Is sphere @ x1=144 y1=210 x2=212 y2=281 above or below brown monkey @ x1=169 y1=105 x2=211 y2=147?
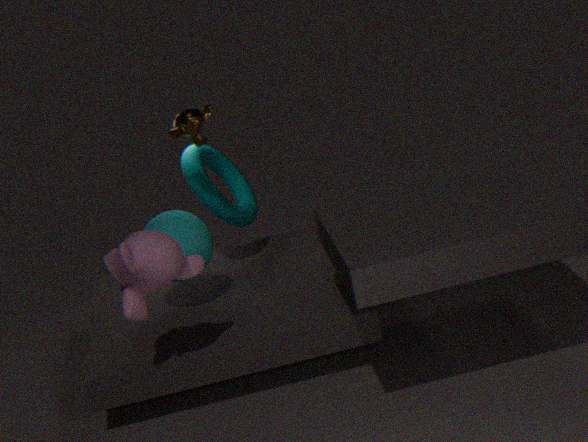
below
